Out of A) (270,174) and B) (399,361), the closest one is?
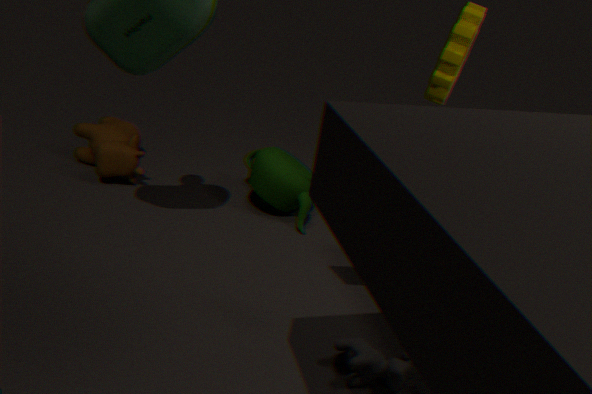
B. (399,361)
